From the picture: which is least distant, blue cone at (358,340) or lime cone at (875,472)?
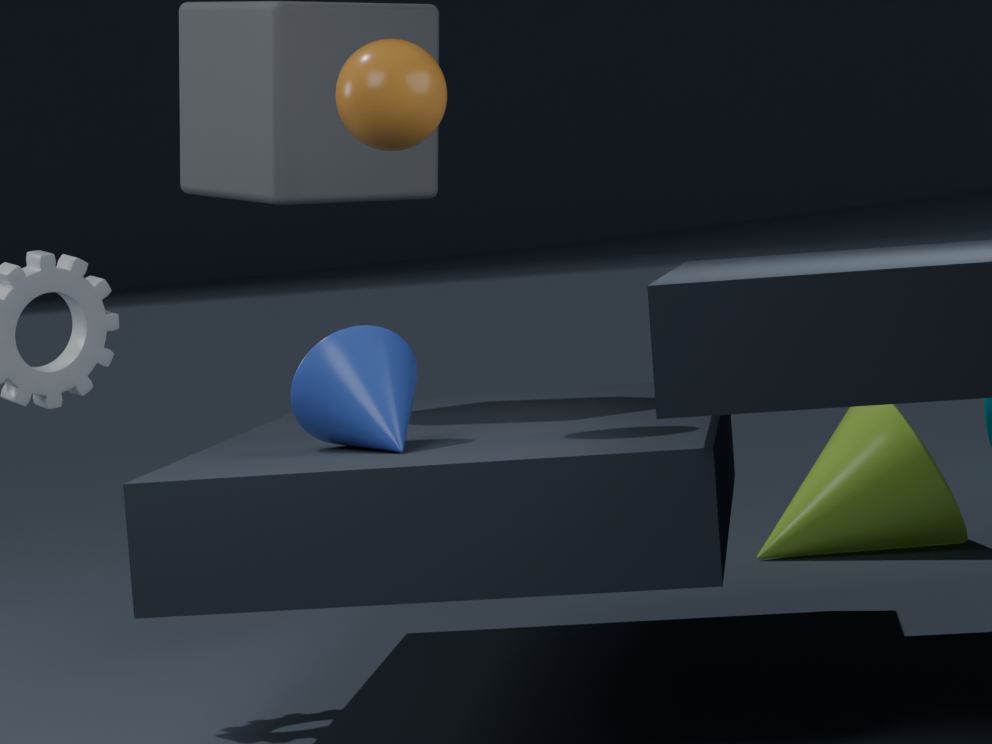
blue cone at (358,340)
